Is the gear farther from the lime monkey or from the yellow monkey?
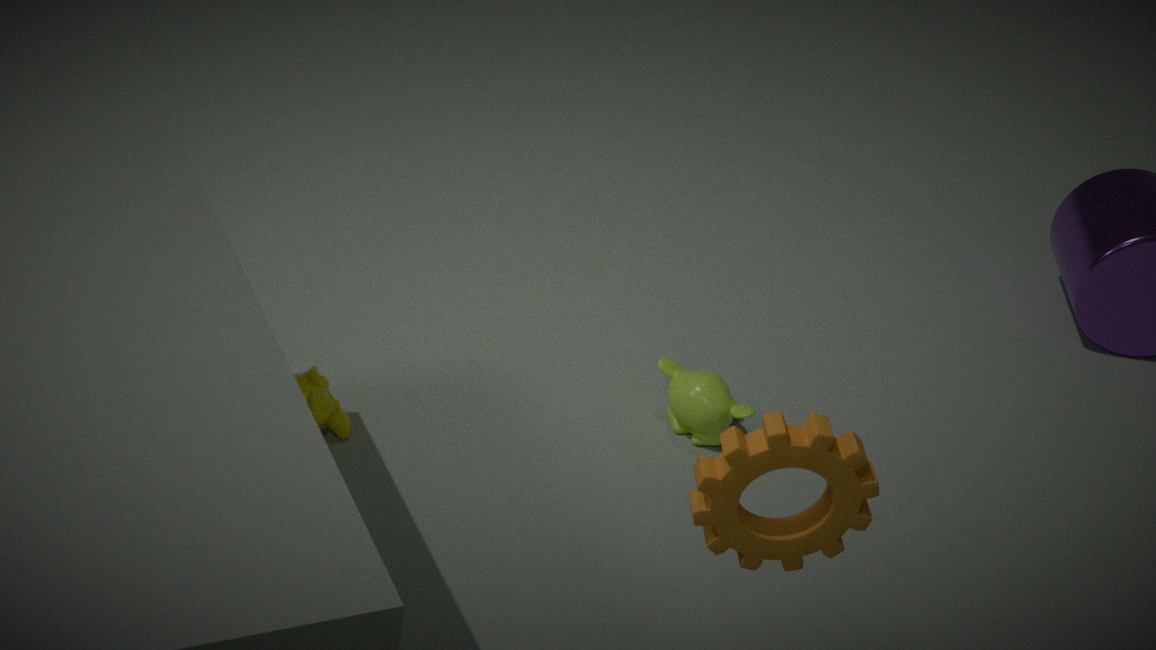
the yellow monkey
